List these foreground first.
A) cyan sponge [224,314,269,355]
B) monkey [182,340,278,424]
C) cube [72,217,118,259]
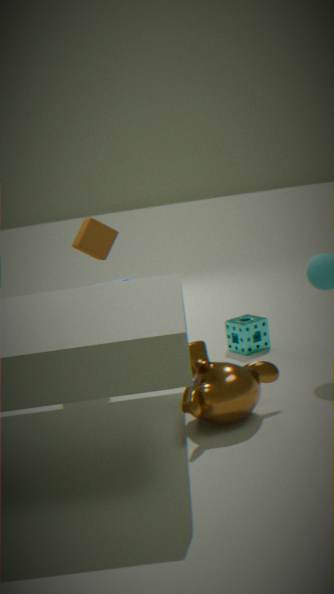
monkey [182,340,278,424], cube [72,217,118,259], cyan sponge [224,314,269,355]
